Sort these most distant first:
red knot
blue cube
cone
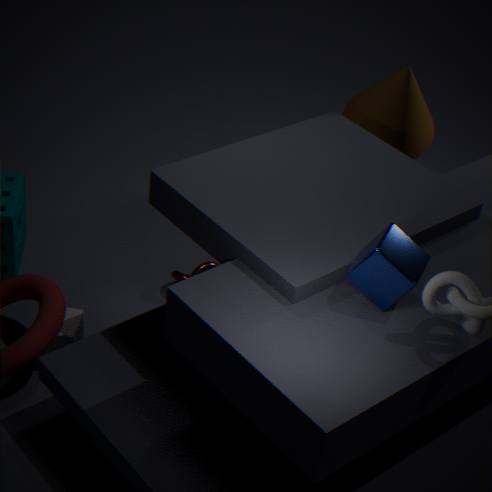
red knot → cone → blue cube
